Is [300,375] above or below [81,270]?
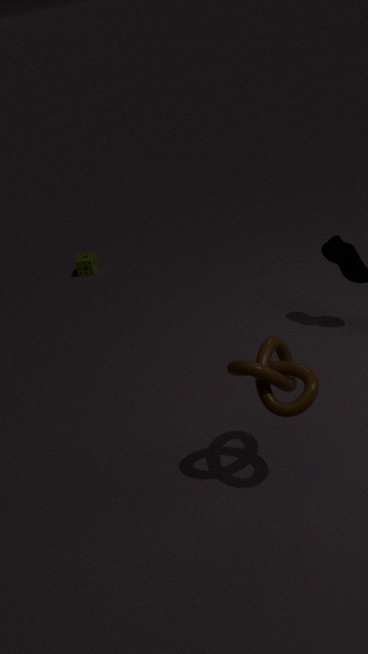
above
